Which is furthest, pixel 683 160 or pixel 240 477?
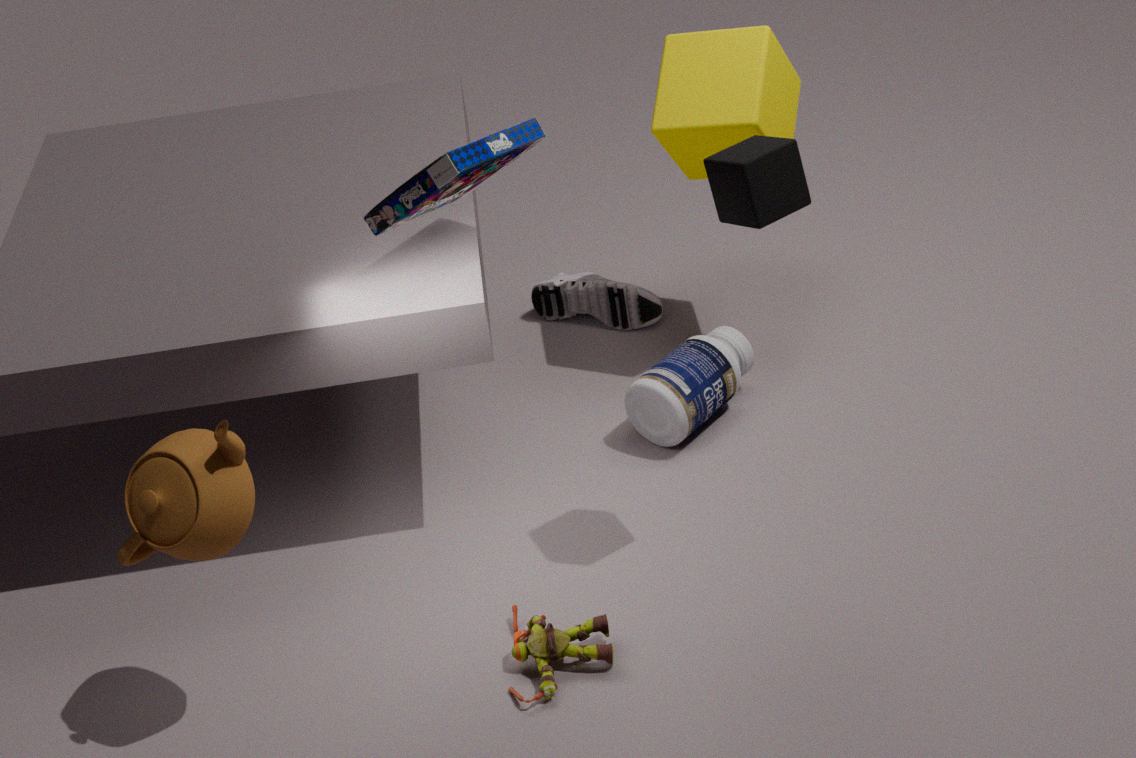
pixel 683 160
